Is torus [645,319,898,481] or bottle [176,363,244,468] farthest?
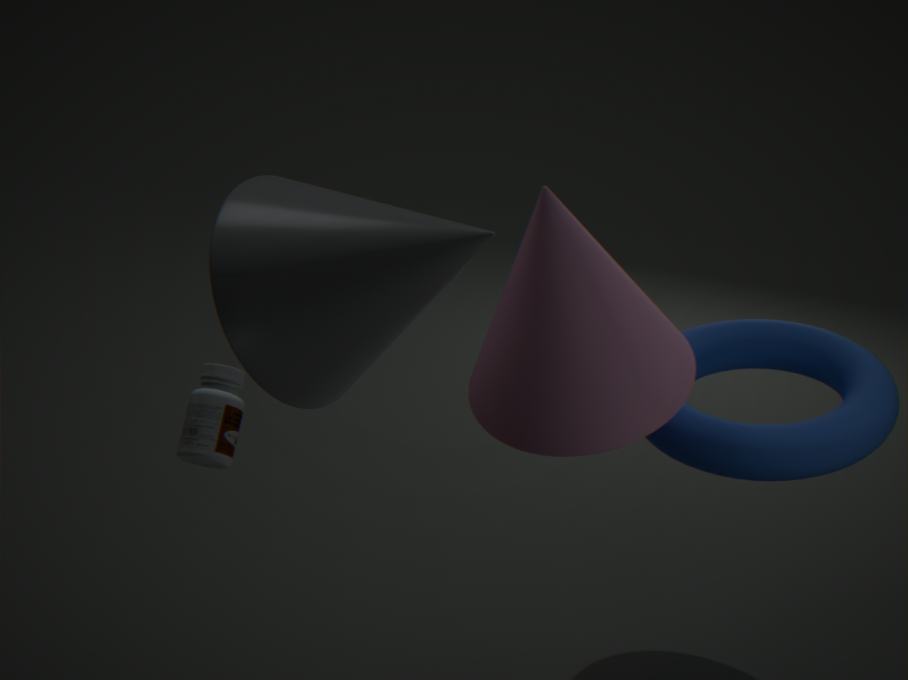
torus [645,319,898,481]
